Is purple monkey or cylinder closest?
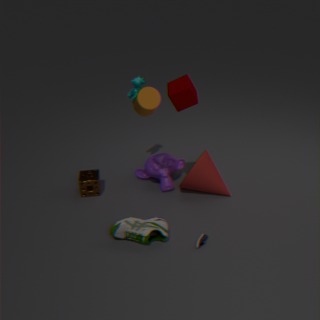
cylinder
